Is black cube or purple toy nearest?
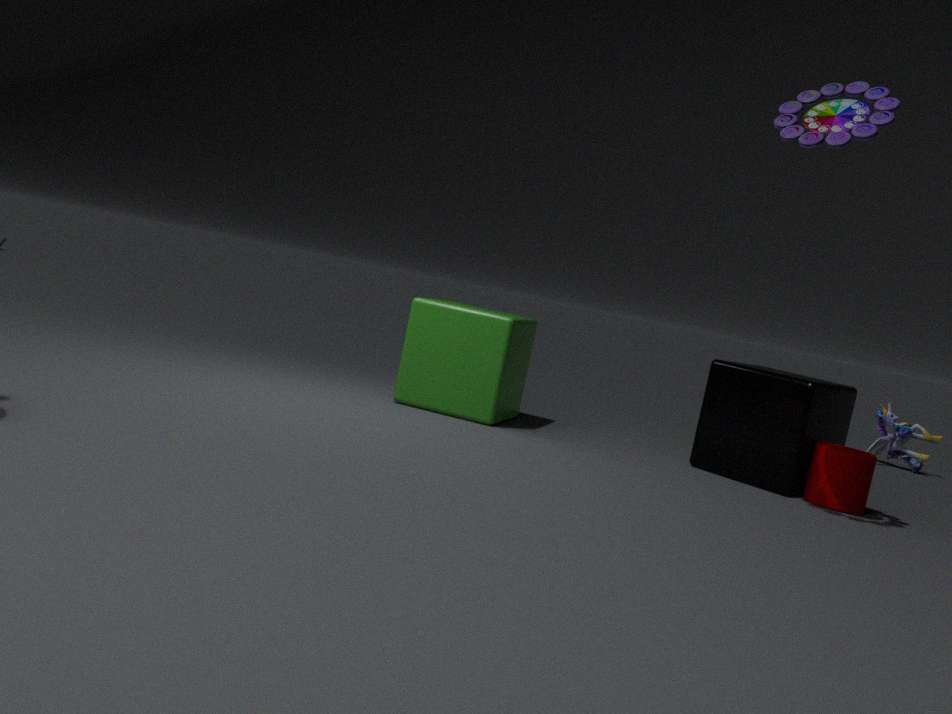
purple toy
